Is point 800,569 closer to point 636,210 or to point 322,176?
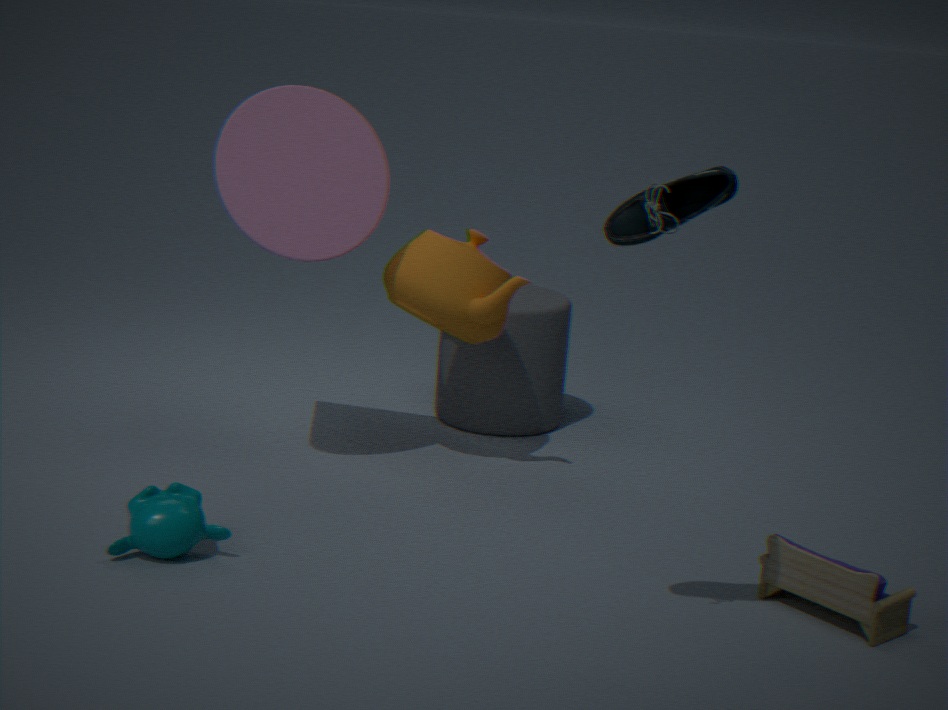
point 636,210
